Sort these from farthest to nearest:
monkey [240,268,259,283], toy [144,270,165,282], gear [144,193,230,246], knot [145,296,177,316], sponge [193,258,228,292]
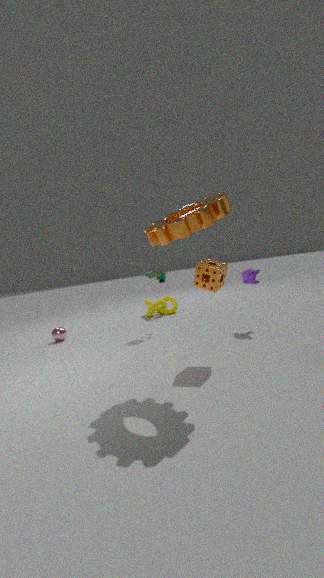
1. knot [145,296,177,316]
2. toy [144,270,165,282]
3. monkey [240,268,259,283]
4. sponge [193,258,228,292]
5. gear [144,193,230,246]
